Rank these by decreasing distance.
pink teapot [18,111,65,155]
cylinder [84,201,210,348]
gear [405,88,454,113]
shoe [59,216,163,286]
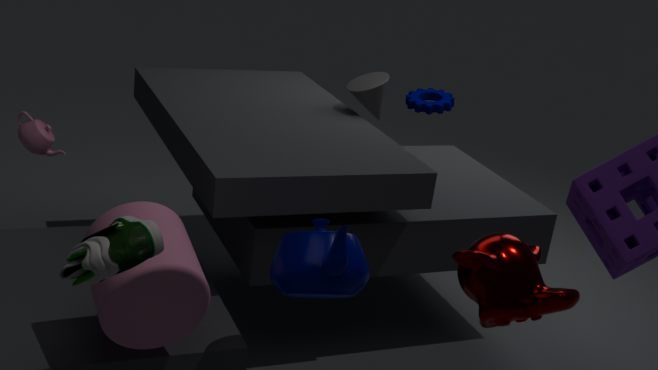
gear [405,88,454,113] < pink teapot [18,111,65,155] < cylinder [84,201,210,348] < shoe [59,216,163,286]
